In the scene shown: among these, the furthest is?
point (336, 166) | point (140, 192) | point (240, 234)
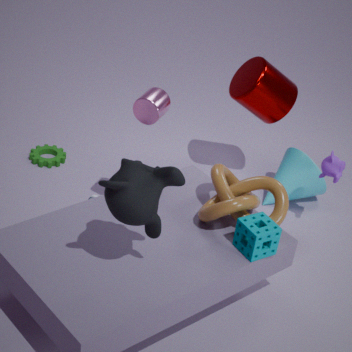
point (336, 166)
